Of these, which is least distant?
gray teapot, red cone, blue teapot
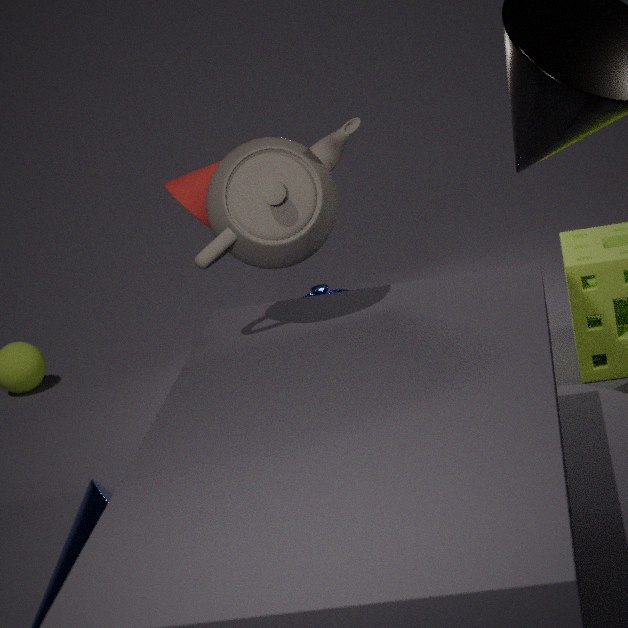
gray teapot
